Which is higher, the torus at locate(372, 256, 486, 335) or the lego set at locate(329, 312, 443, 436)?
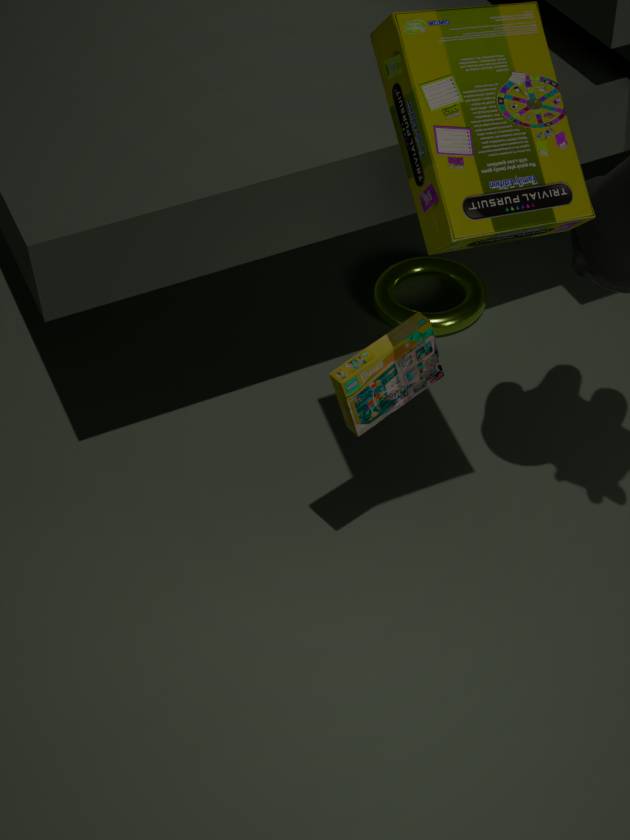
the lego set at locate(329, 312, 443, 436)
